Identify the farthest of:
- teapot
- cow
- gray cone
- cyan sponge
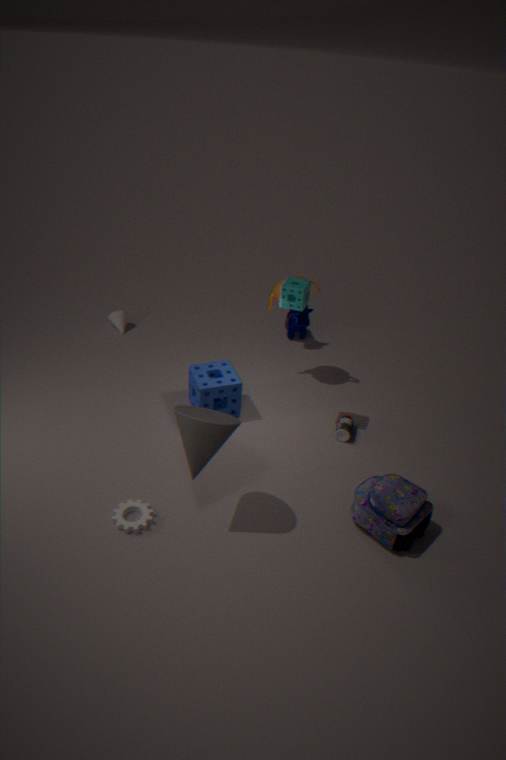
cow
